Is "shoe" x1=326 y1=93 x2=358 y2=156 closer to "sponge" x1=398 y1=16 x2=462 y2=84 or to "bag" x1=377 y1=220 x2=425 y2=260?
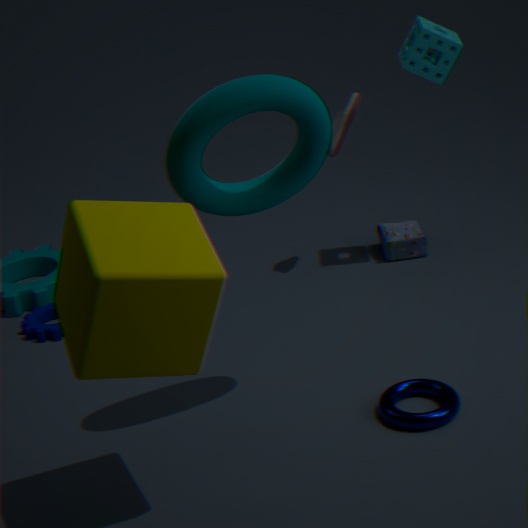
Answer: "sponge" x1=398 y1=16 x2=462 y2=84
